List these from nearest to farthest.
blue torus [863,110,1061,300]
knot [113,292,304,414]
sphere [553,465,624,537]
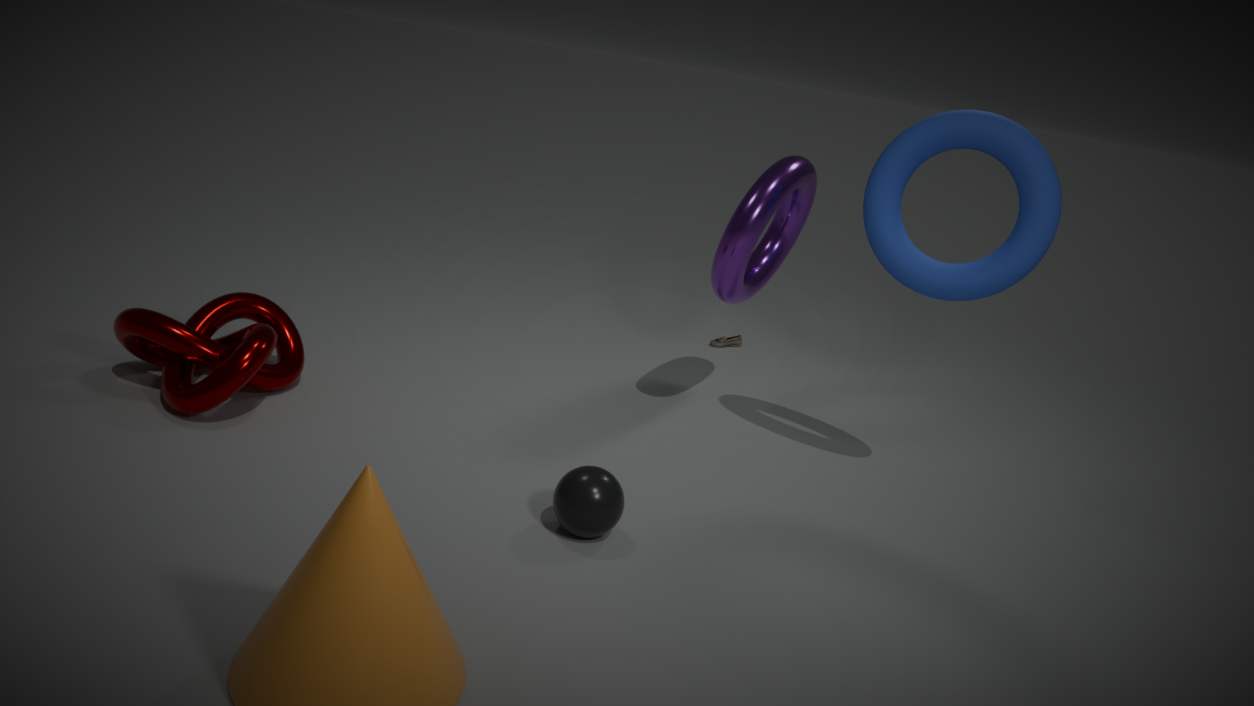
1. sphere [553,465,624,537]
2. blue torus [863,110,1061,300]
3. knot [113,292,304,414]
